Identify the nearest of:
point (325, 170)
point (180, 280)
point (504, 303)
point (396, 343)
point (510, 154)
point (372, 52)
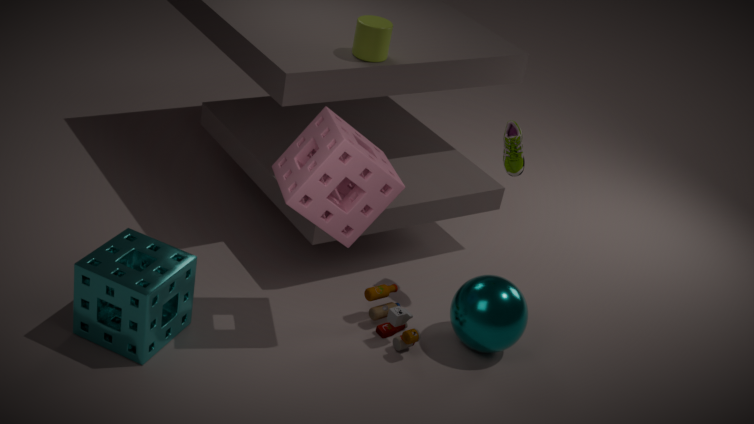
point (325, 170)
